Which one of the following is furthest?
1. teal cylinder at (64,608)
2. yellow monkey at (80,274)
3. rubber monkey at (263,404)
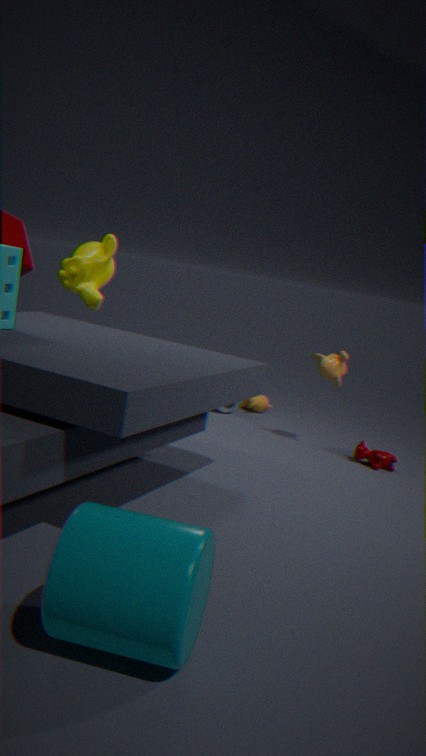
rubber monkey at (263,404)
